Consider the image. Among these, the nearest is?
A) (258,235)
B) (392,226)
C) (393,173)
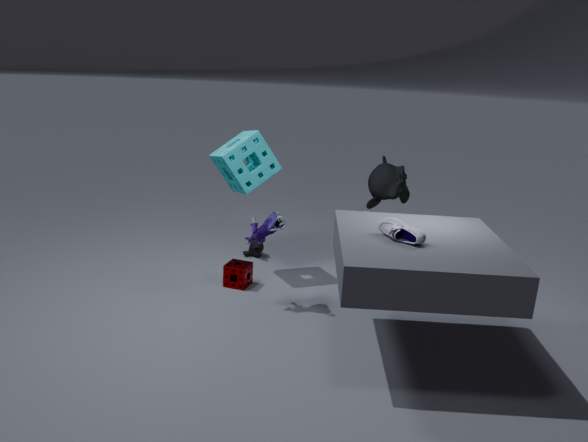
(392,226)
